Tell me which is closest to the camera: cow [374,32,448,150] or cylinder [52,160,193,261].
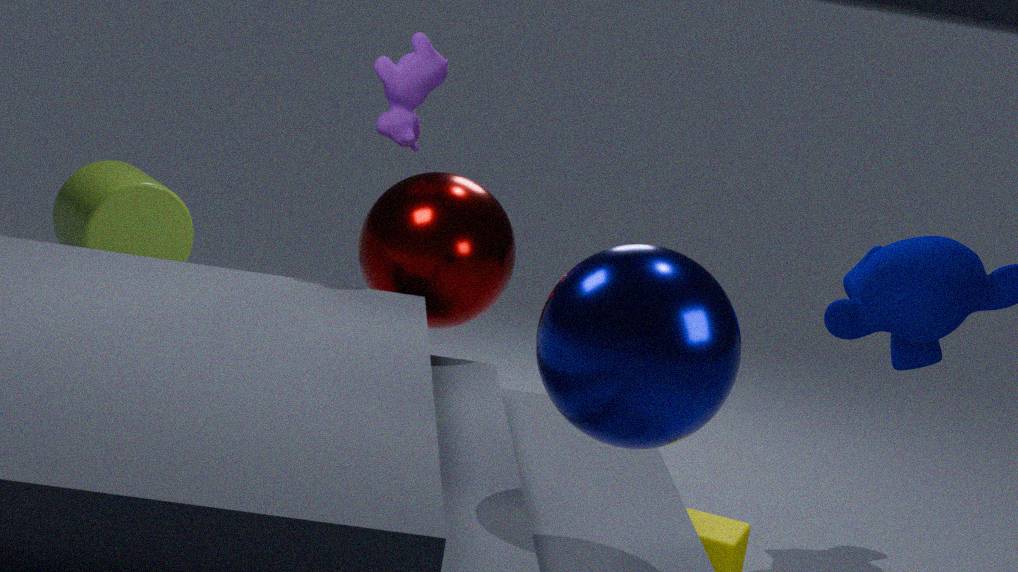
cow [374,32,448,150]
